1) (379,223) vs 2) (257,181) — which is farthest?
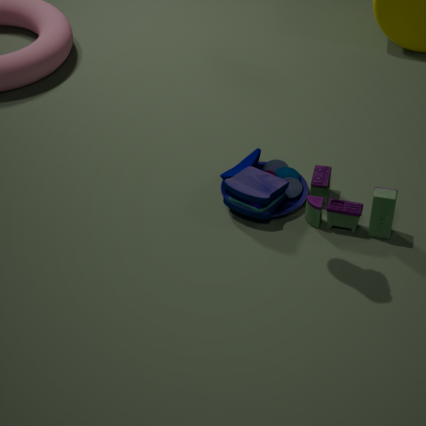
2. (257,181)
